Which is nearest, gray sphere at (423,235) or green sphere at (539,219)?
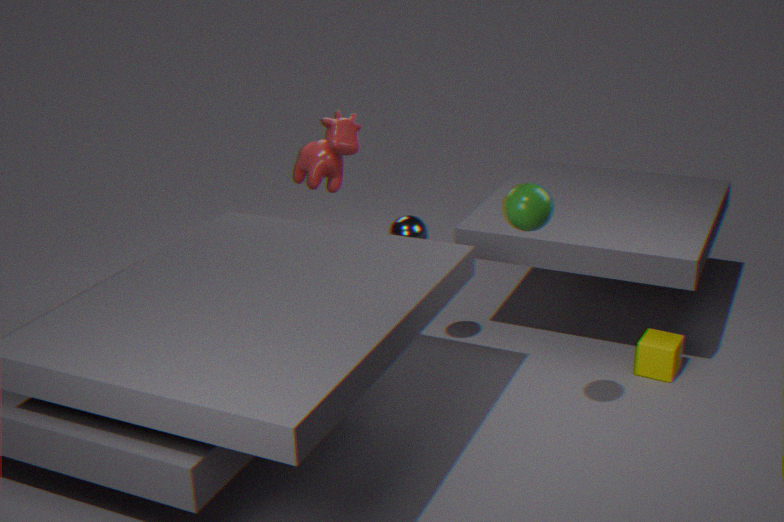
green sphere at (539,219)
